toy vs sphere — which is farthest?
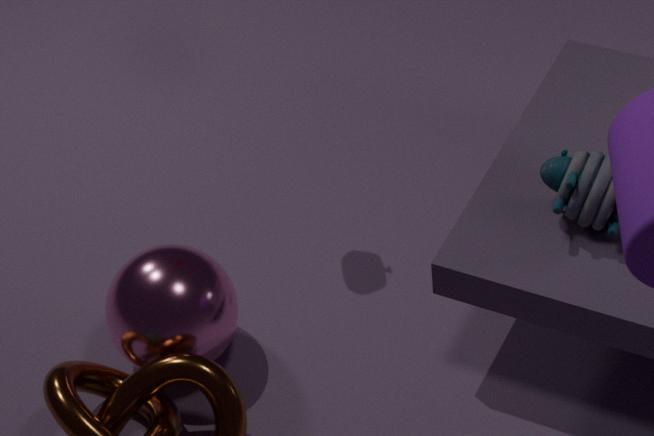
sphere
